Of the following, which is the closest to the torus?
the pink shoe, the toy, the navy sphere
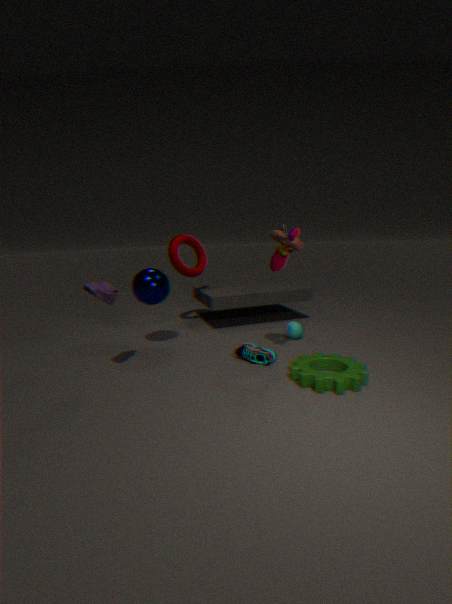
the navy sphere
